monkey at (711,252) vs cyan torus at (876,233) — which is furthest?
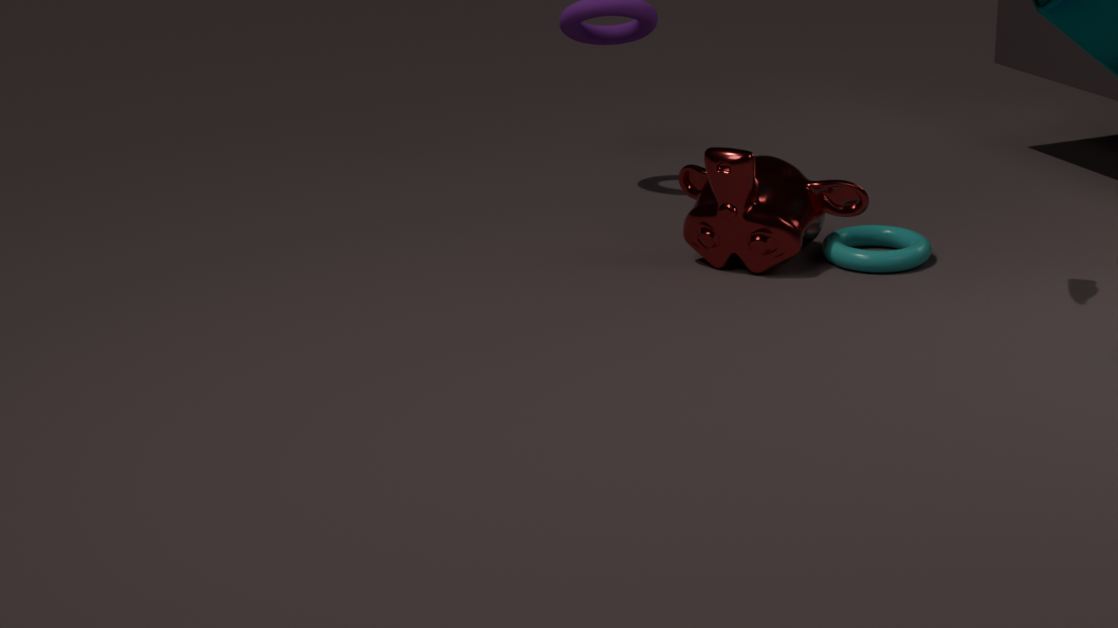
cyan torus at (876,233)
